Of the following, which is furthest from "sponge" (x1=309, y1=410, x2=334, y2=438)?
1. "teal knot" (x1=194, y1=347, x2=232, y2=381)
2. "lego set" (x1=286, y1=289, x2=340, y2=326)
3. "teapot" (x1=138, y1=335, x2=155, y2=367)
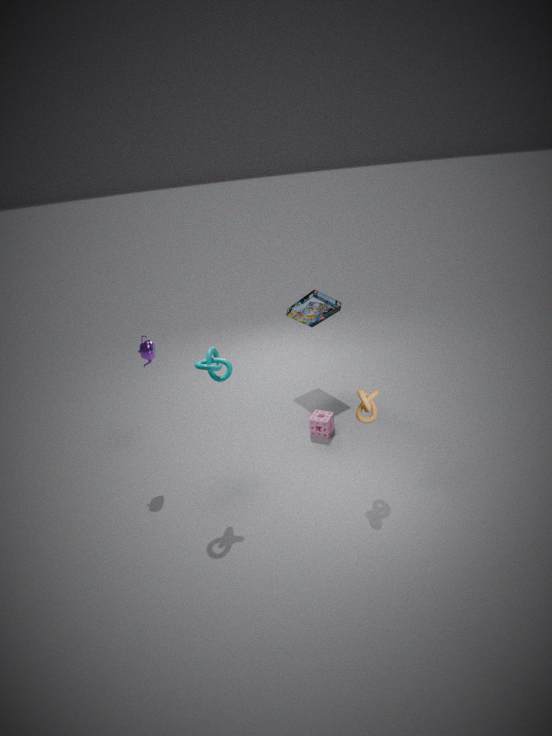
"teapot" (x1=138, y1=335, x2=155, y2=367)
